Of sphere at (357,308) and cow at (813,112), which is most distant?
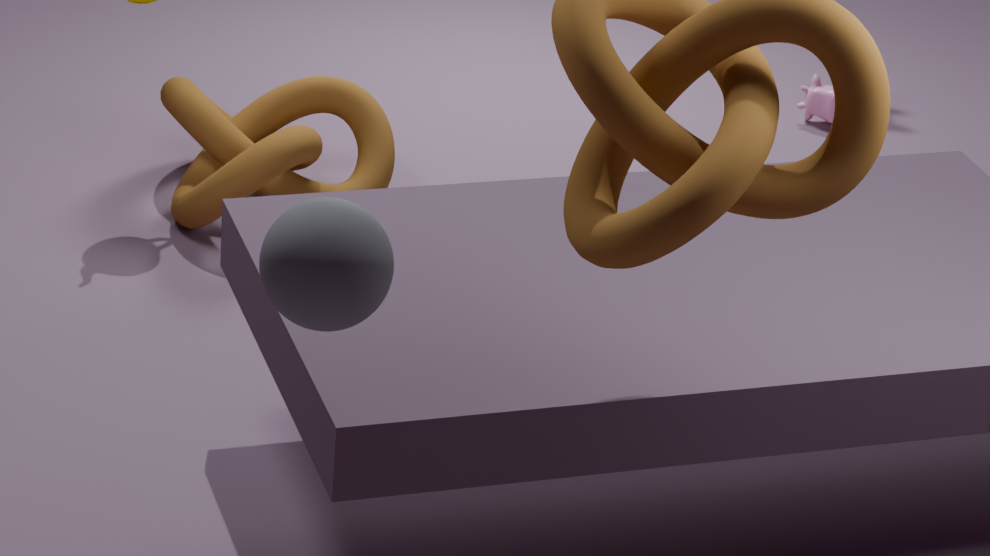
cow at (813,112)
